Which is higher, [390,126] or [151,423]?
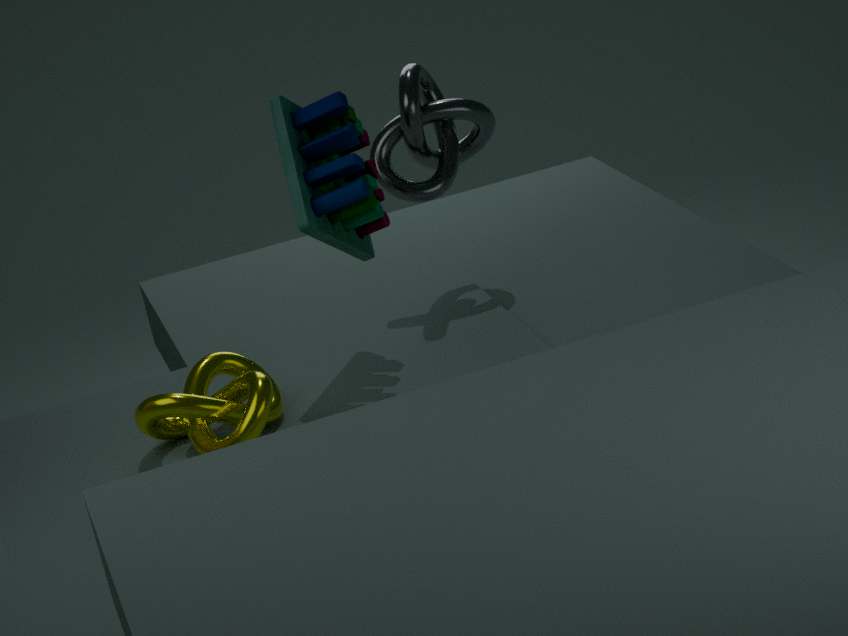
[390,126]
